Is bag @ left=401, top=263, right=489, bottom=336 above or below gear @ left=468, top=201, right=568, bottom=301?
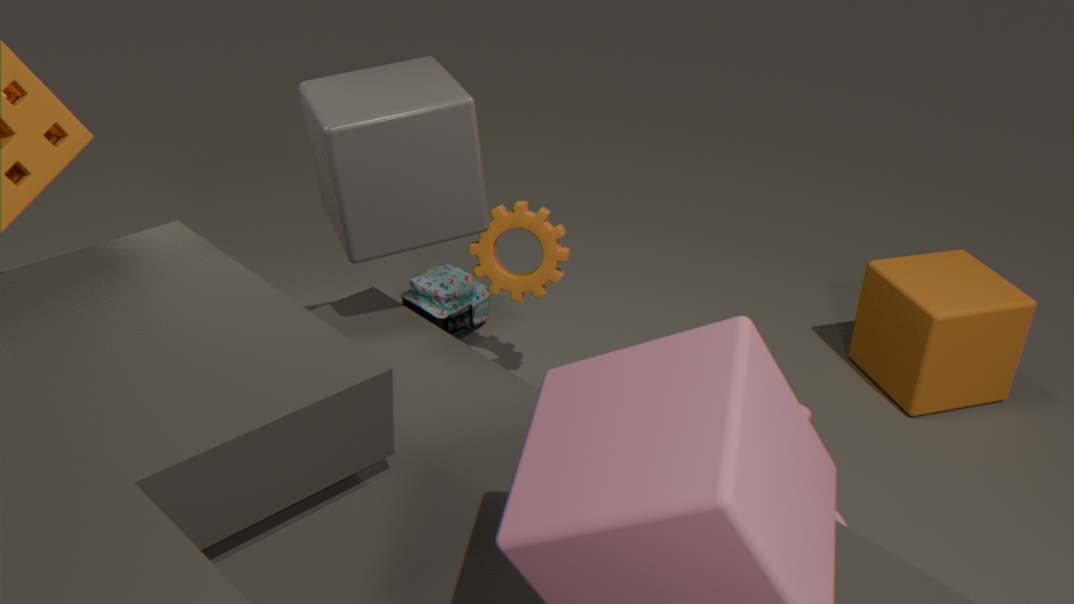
below
